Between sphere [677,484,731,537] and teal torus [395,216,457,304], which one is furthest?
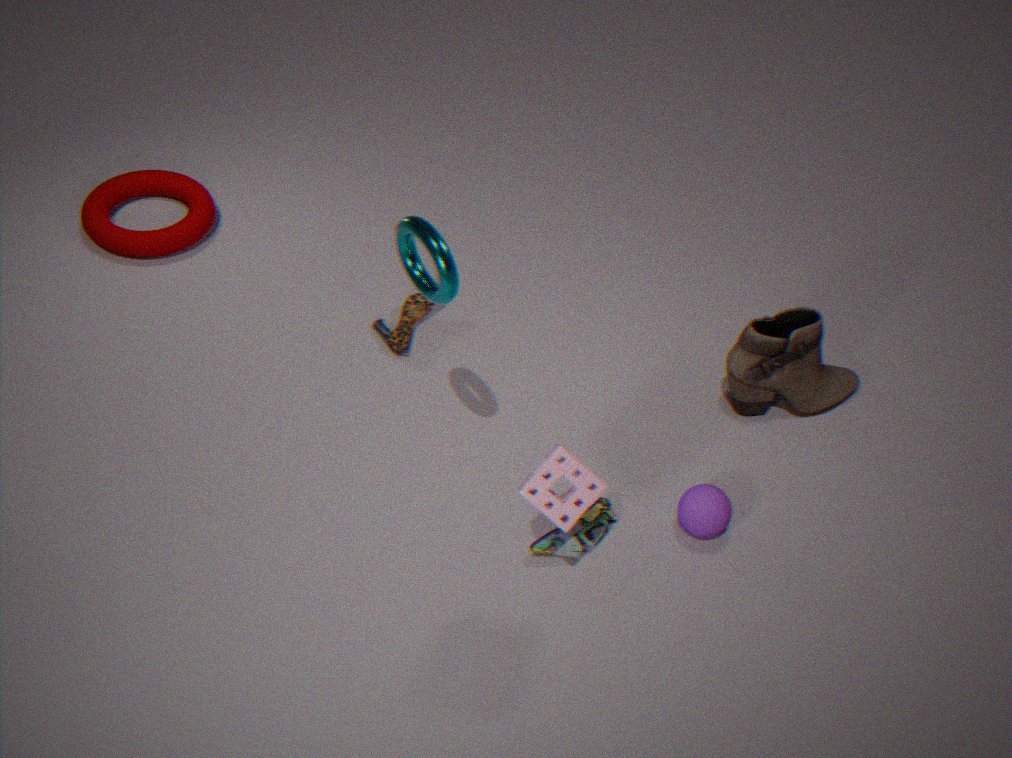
sphere [677,484,731,537]
